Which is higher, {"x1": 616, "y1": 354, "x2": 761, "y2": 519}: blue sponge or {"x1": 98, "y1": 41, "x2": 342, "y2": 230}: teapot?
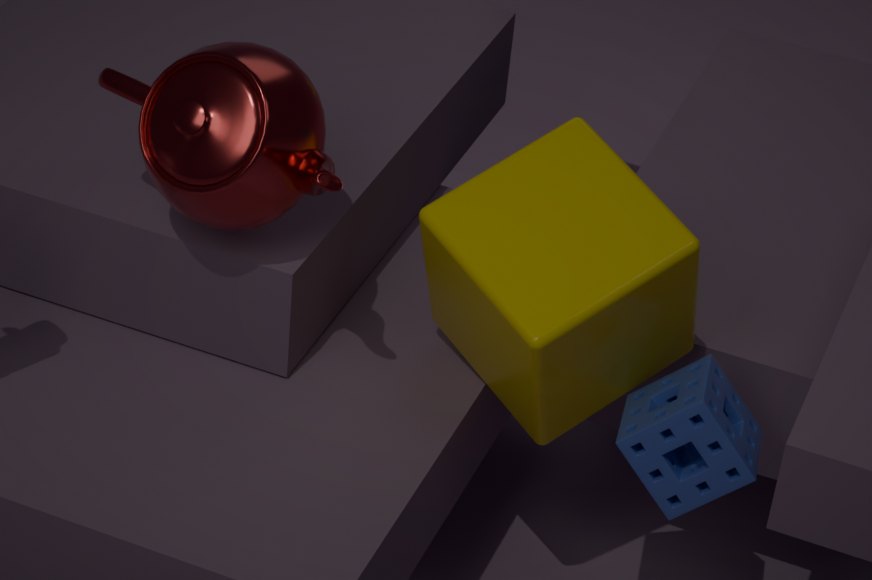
{"x1": 98, "y1": 41, "x2": 342, "y2": 230}: teapot
